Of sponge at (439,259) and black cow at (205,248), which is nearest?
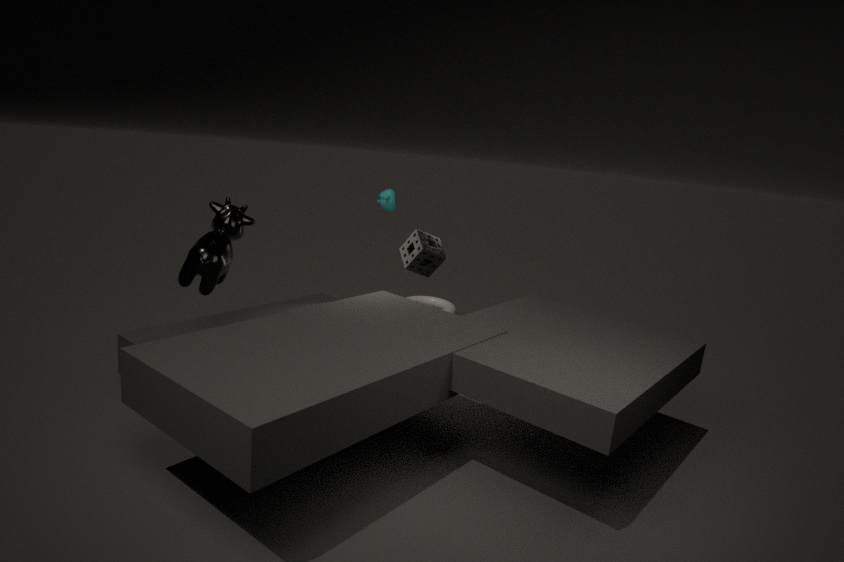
black cow at (205,248)
